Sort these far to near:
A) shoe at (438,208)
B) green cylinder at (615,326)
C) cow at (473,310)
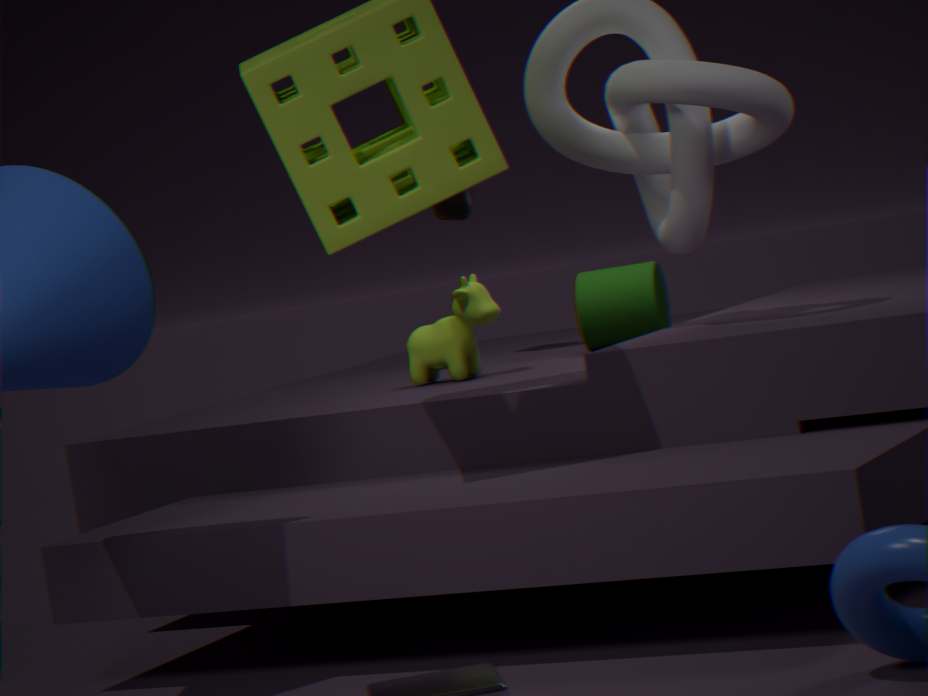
shoe at (438,208)
green cylinder at (615,326)
cow at (473,310)
